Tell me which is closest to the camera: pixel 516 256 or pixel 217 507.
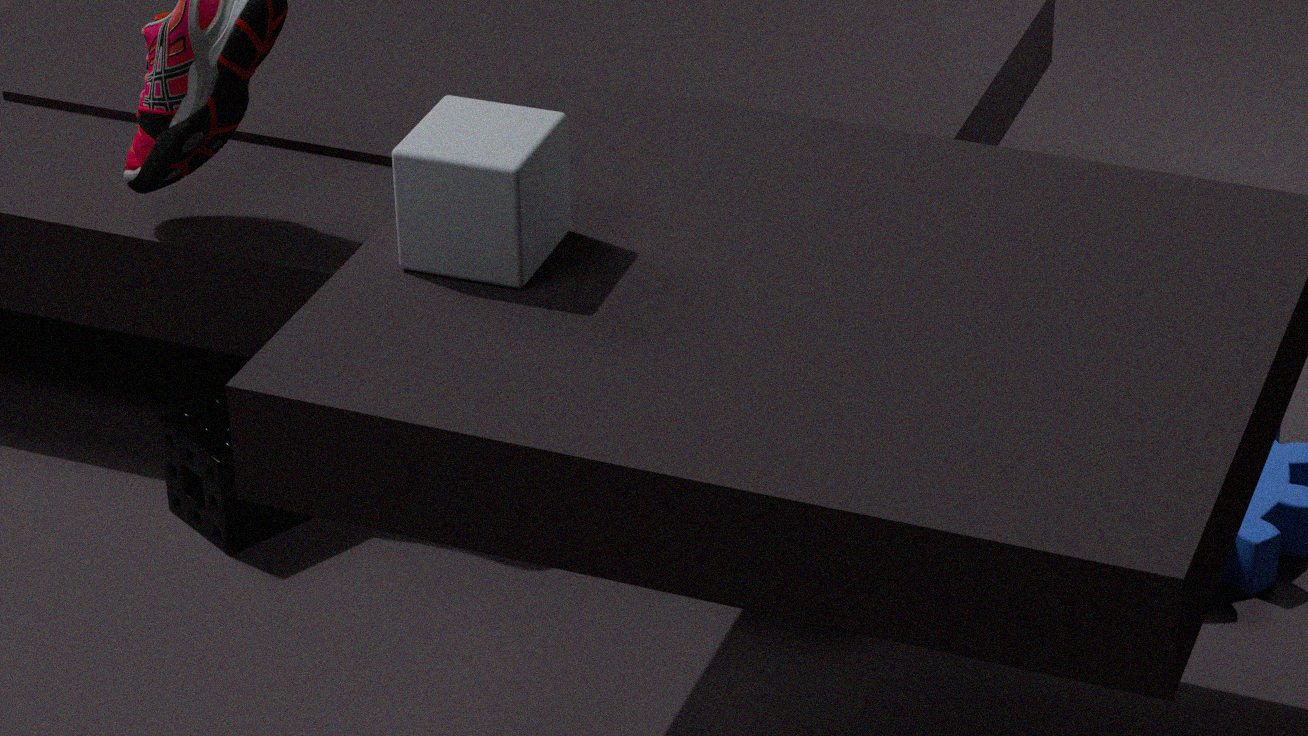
pixel 516 256
